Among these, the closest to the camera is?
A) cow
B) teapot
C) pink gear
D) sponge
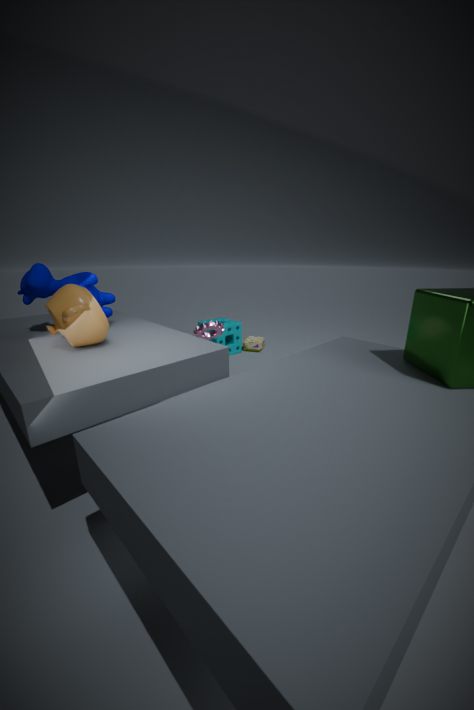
teapot
